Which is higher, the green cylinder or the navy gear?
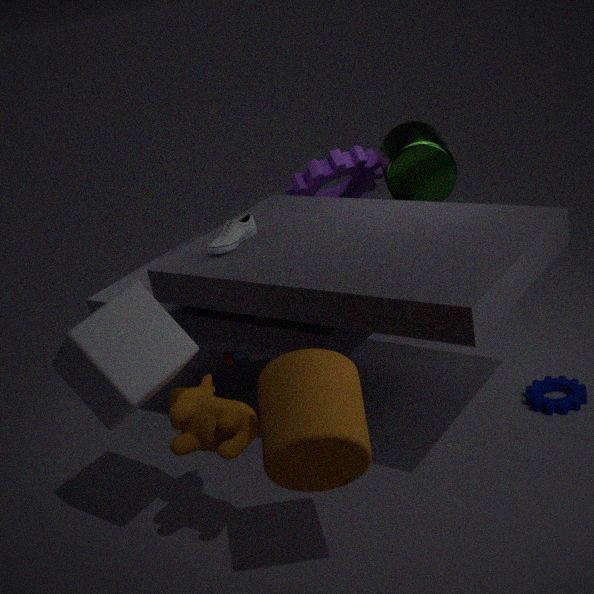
the green cylinder
